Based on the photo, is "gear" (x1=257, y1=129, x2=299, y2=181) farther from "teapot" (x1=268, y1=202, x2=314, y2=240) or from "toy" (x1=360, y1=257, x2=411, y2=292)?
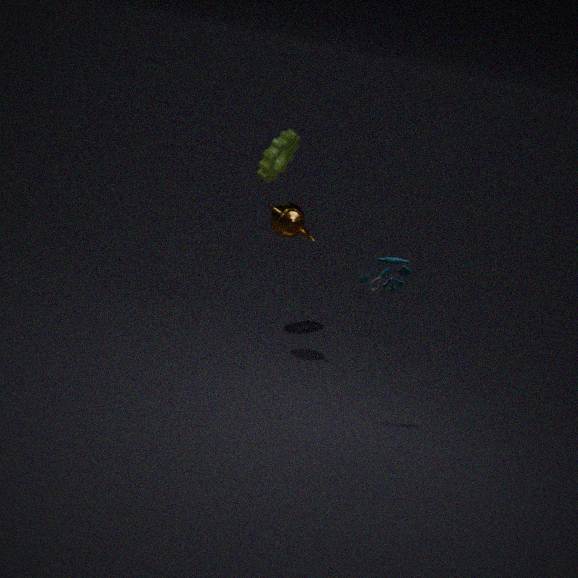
"toy" (x1=360, y1=257, x2=411, y2=292)
